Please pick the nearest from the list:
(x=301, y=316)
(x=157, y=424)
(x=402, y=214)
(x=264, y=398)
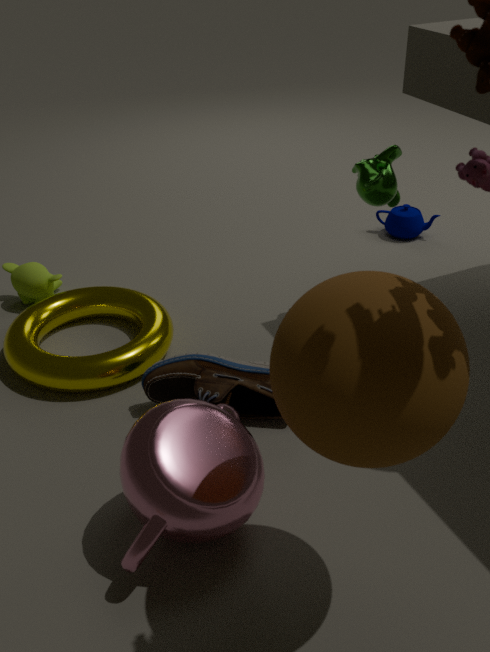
(x=301, y=316)
